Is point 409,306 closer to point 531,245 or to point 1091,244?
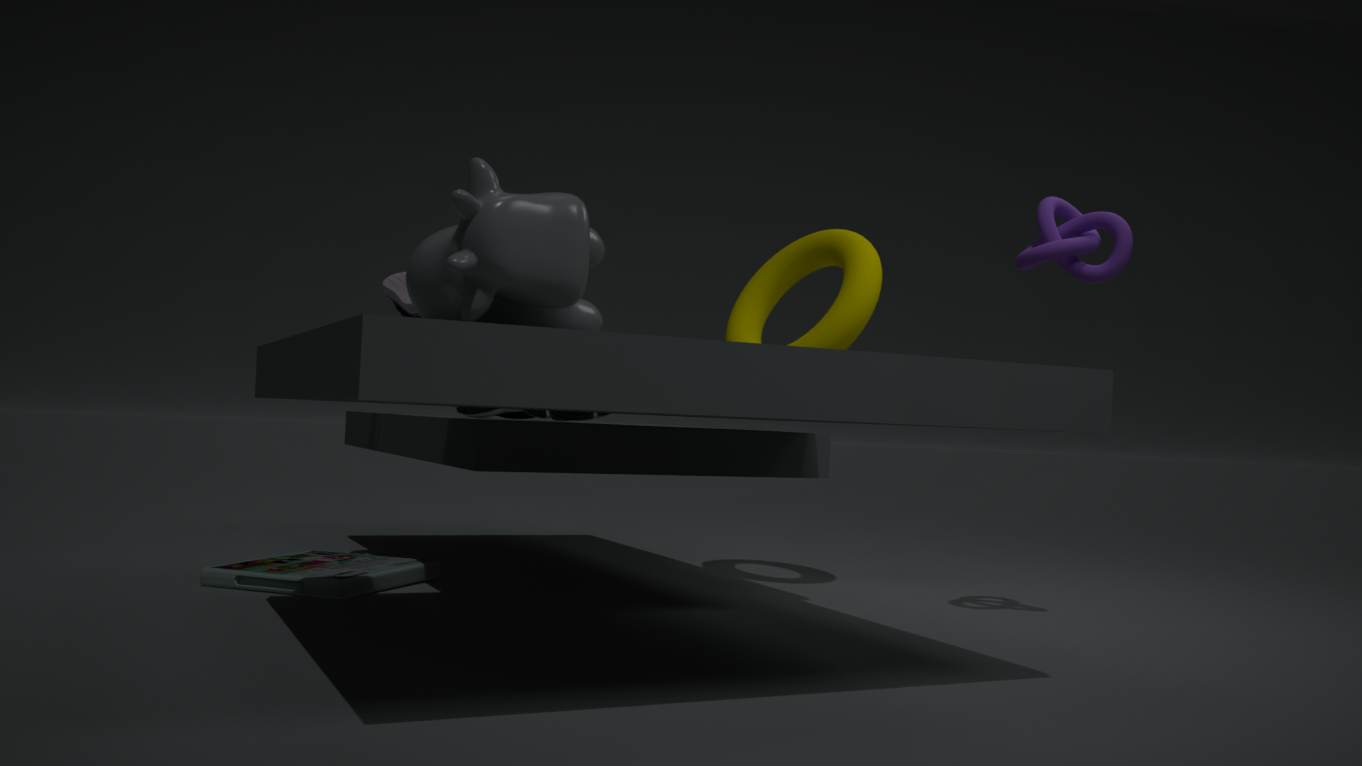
point 531,245
